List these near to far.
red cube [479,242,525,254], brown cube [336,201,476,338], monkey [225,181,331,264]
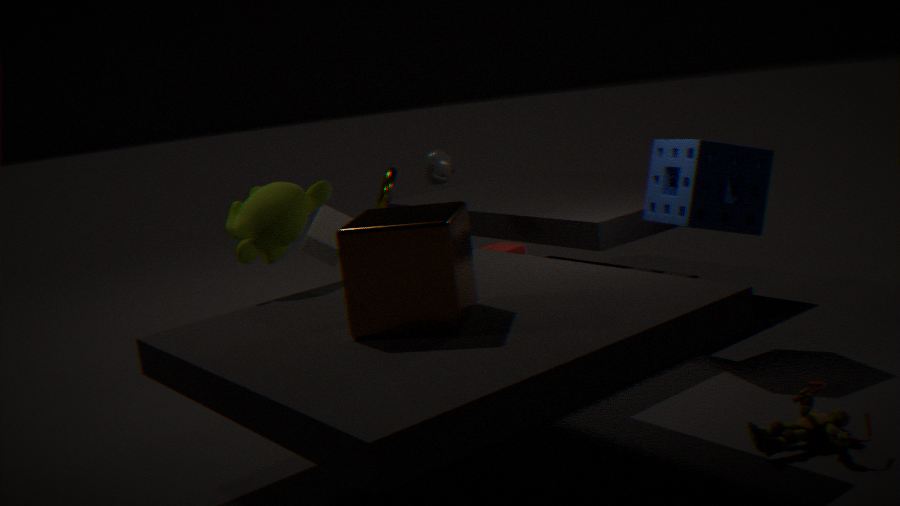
1. brown cube [336,201,476,338]
2. monkey [225,181,331,264]
3. red cube [479,242,525,254]
